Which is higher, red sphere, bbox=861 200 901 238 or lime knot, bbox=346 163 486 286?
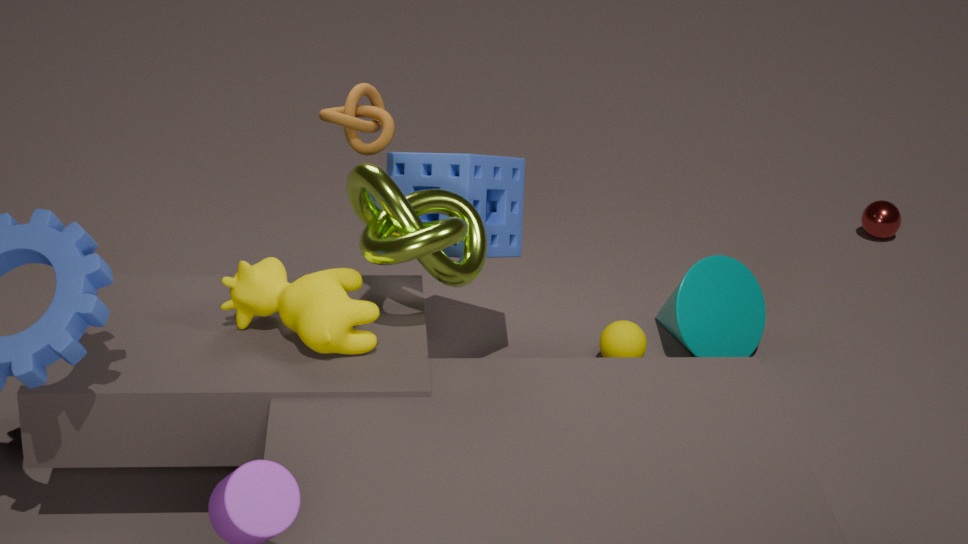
lime knot, bbox=346 163 486 286
